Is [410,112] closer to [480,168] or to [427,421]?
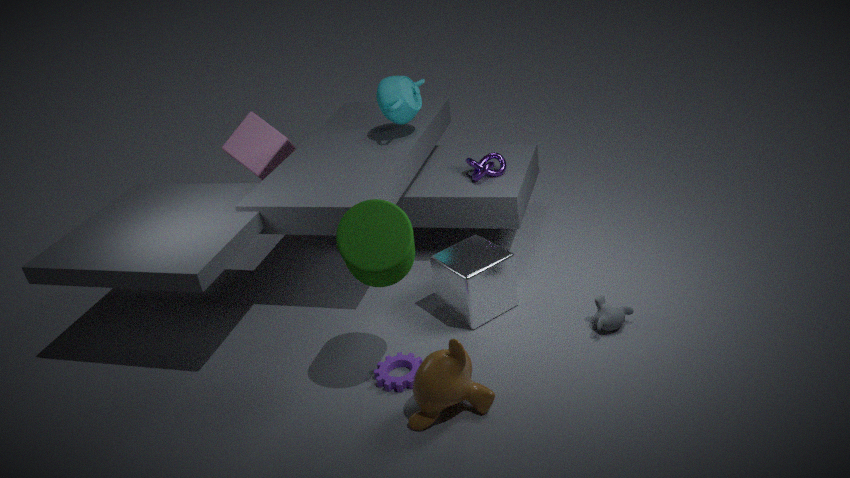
[480,168]
